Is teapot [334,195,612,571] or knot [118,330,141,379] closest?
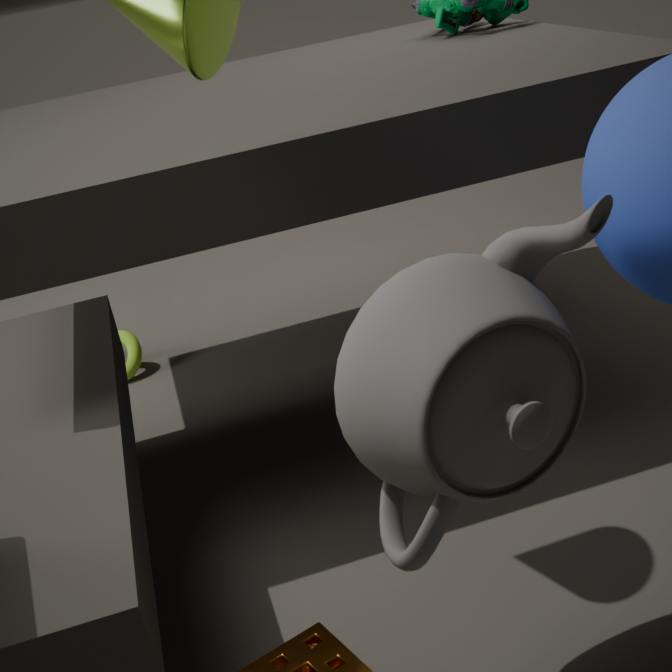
teapot [334,195,612,571]
